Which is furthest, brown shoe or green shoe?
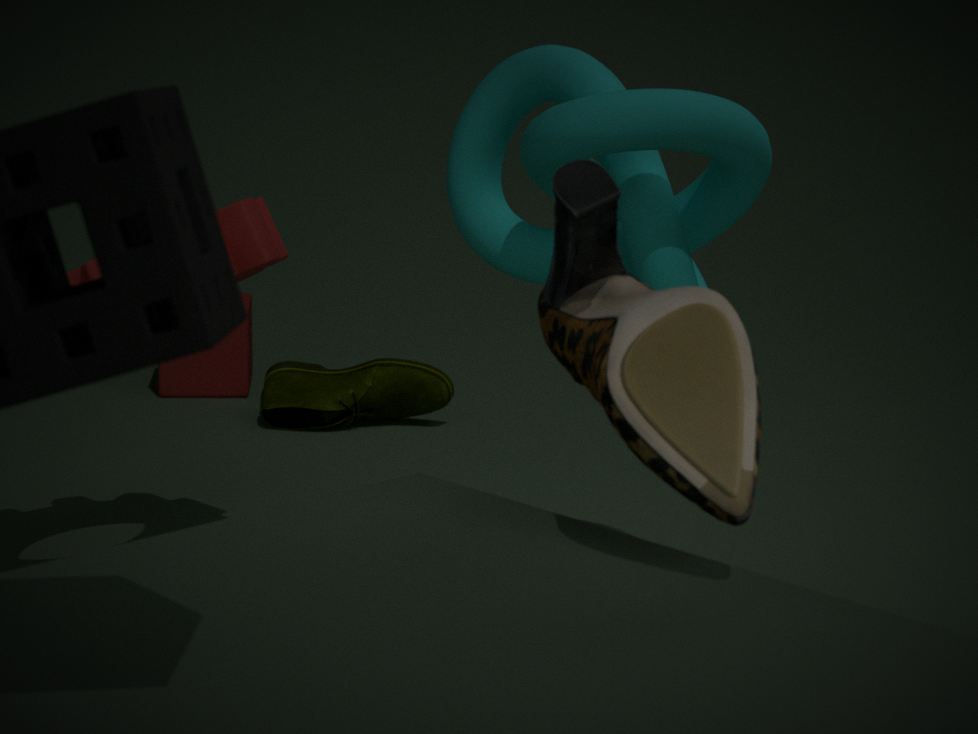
green shoe
